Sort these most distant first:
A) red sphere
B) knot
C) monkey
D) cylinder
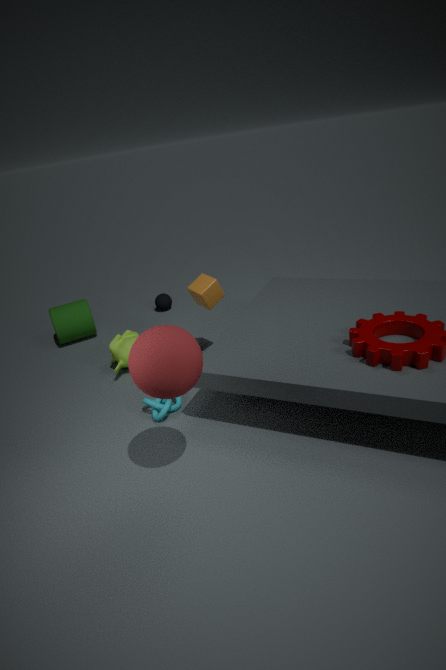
cylinder, monkey, knot, red sphere
